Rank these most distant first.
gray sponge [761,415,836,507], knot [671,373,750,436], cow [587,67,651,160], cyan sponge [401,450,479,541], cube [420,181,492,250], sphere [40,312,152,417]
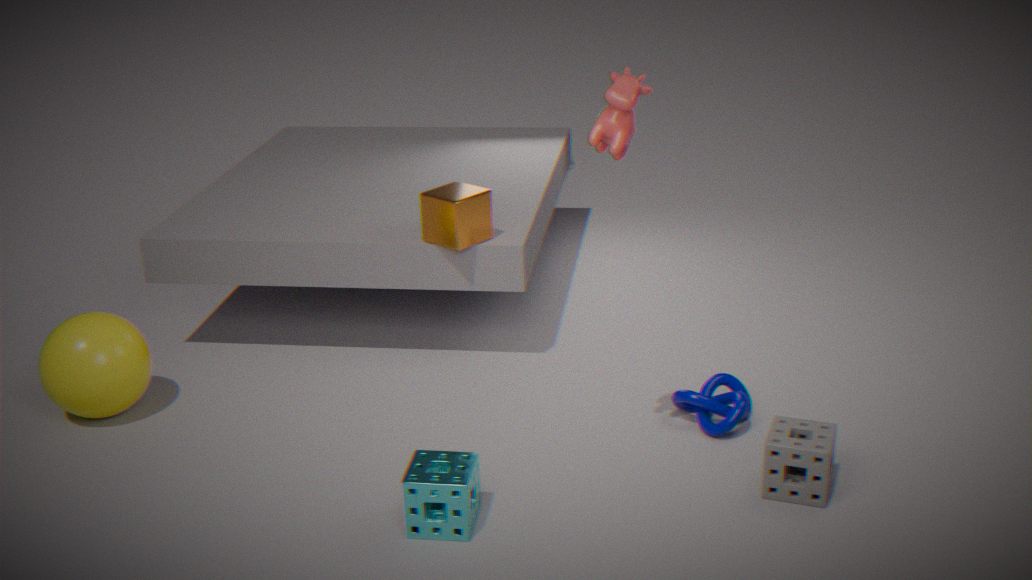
cube [420,181,492,250]
sphere [40,312,152,417]
knot [671,373,750,436]
gray sponge [761,415,836,507]
cyan sponge [401,450,479,541]
cow [587,67,651,160]
